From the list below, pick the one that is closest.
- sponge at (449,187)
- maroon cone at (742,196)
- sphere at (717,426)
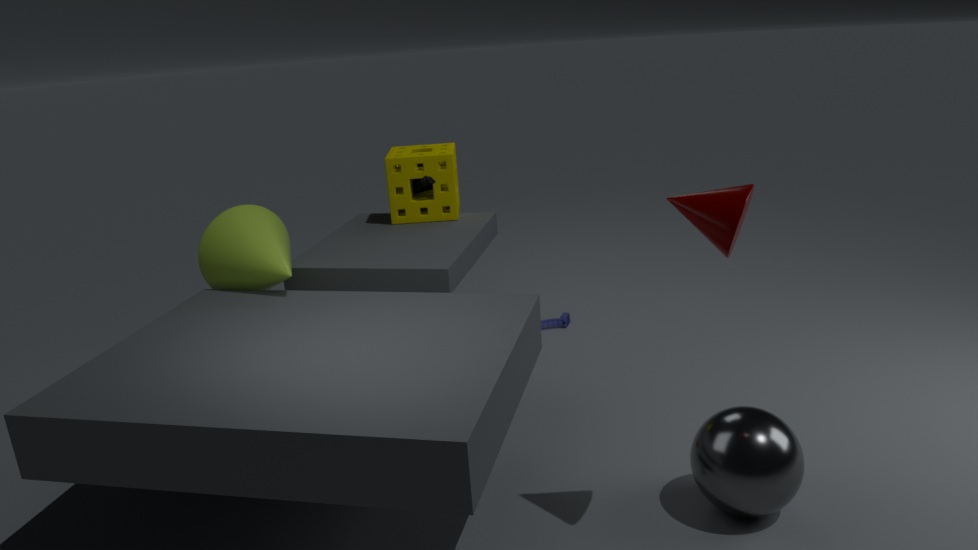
maroon cone at (742,196)
